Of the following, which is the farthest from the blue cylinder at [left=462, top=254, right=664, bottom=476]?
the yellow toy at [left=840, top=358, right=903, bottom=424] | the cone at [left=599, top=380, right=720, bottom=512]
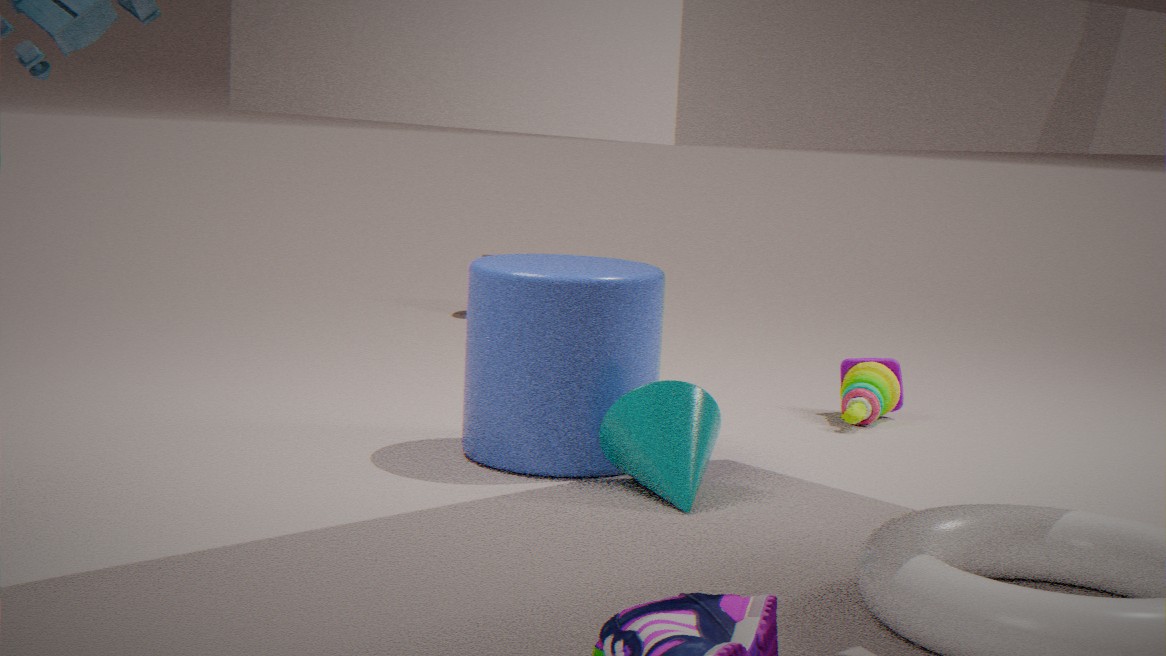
the yellow toy at [left=840, top=358, right=903, bottom=424]
